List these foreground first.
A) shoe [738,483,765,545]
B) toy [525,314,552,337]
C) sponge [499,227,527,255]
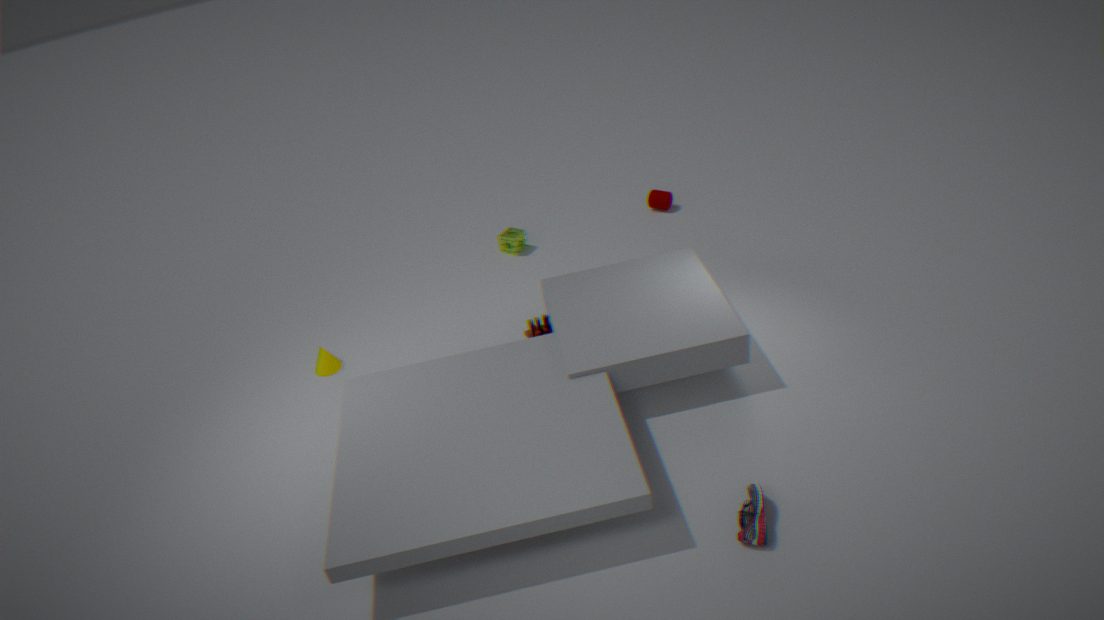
1. shoe [738,483,765,545]
2. toy [525,314,552,337]
3. sponge [499,227,527,255]
